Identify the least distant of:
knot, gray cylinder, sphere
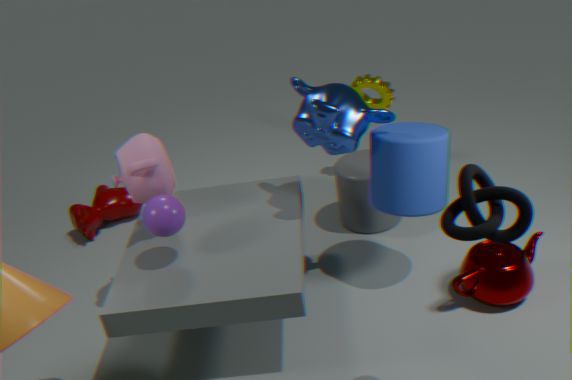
knot
